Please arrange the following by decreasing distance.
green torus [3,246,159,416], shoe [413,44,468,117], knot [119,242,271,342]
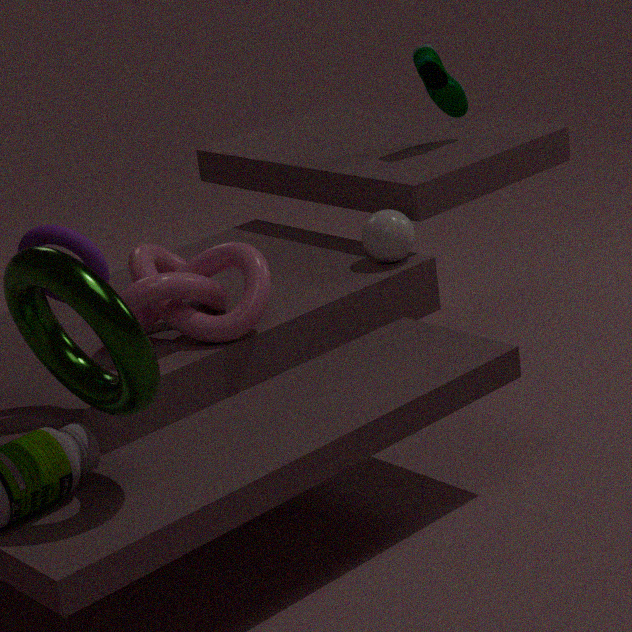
1. shoe [413,44,468,117]
2. knot [119,242,271,342]
3. green torus [3,246,159,416]
